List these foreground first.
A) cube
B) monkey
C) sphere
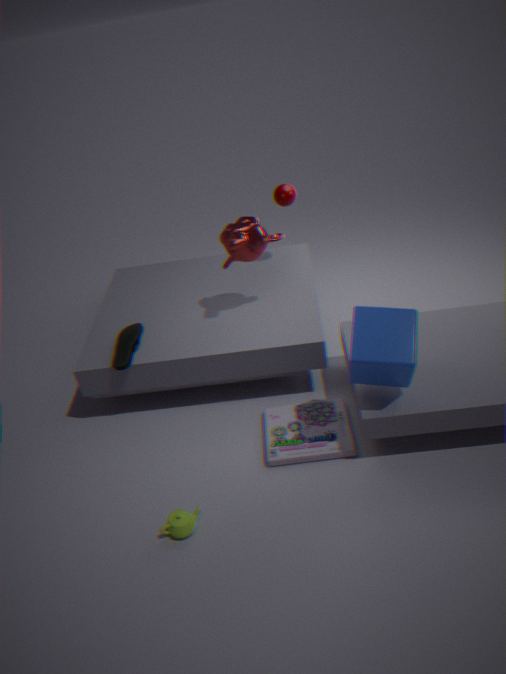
cube < monkey < sphere
